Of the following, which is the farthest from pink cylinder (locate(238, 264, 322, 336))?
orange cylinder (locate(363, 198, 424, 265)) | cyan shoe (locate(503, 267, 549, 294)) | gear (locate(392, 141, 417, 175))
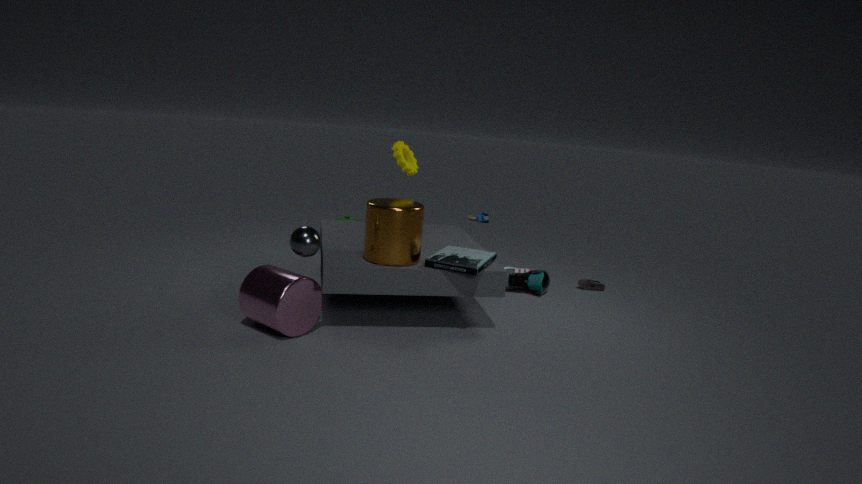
cyan shoe (locate(503, 267, 549, 294))
